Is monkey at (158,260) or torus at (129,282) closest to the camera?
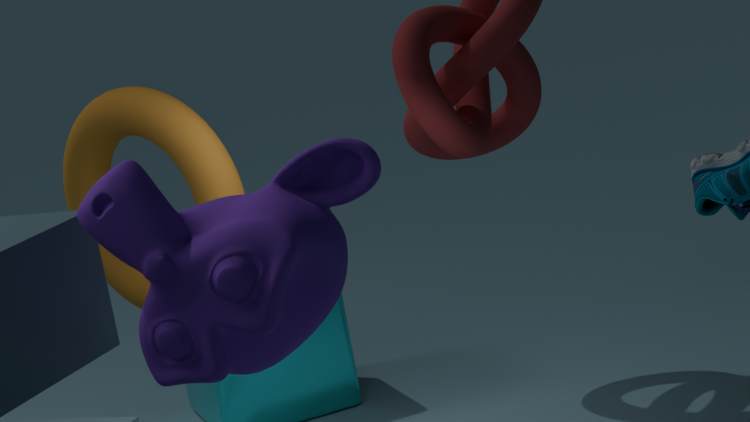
monkey at (158,260)
